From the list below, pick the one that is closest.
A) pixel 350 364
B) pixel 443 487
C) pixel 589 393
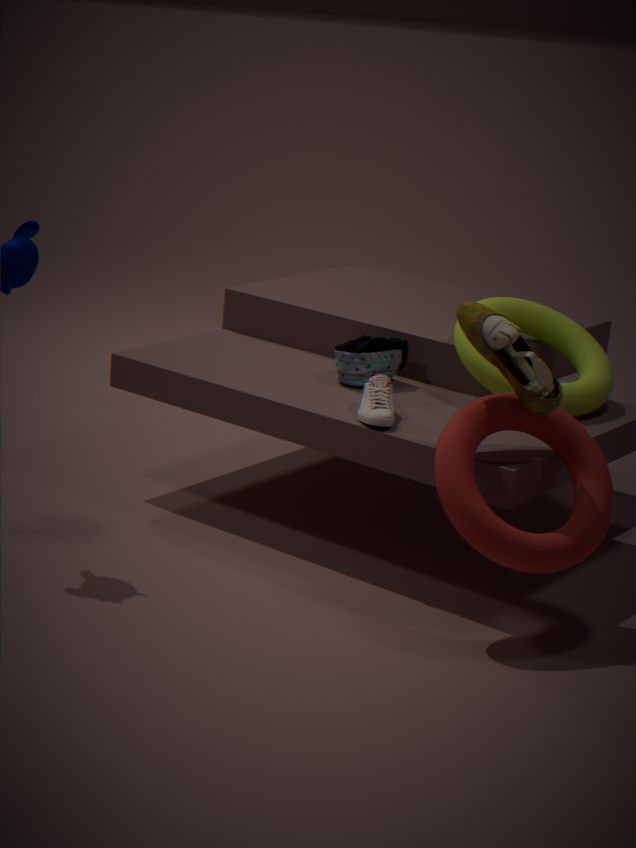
pixel 443 487
